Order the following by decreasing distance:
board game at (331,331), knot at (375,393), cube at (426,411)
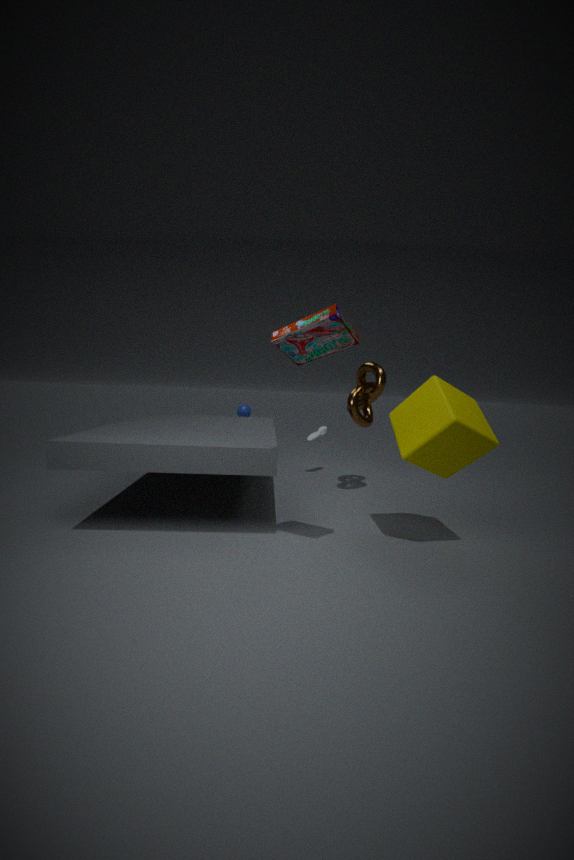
knot at (375,393) → cube at (426,411) → board game at (331,331)
